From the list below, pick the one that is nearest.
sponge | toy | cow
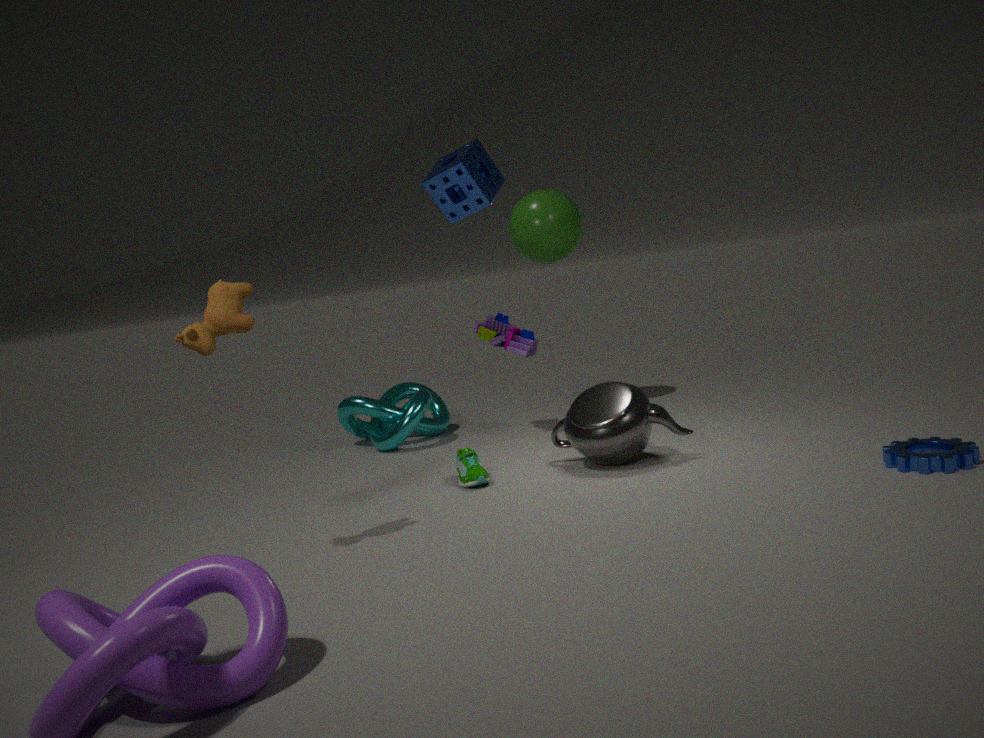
cow
